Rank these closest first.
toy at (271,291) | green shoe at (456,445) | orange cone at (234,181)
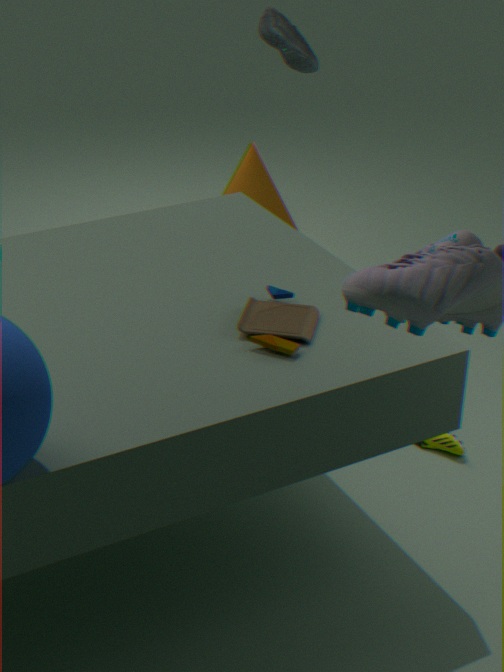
1. toy at (271,291)
2. green shoe at (456,445)
3. orange cone at (234,181)
